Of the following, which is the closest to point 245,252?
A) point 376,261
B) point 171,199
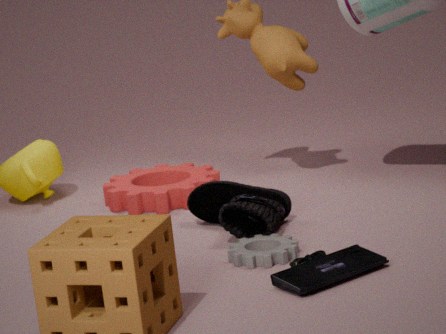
point 376,261
